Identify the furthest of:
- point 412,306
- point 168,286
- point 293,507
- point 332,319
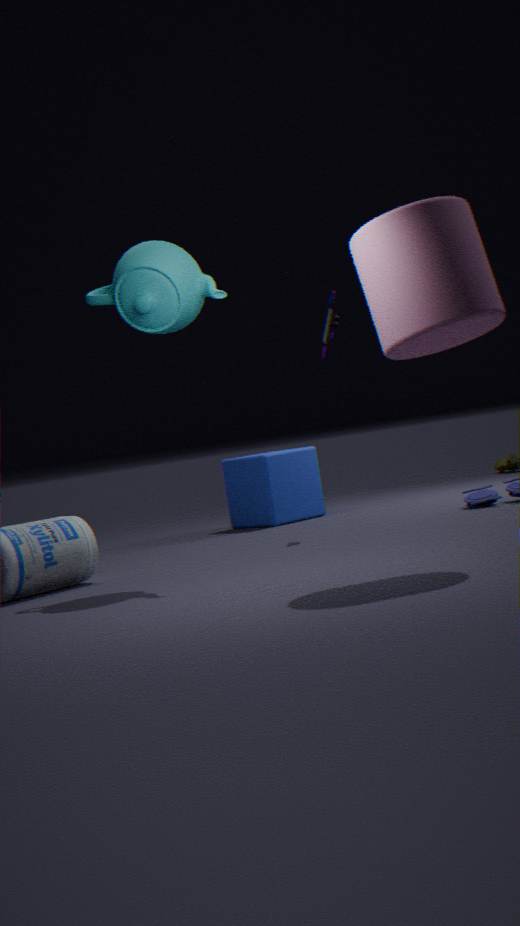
point 293,507
